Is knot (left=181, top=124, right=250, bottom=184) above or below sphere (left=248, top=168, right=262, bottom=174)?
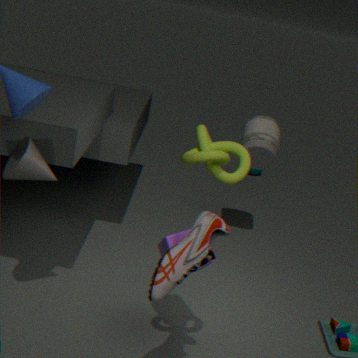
above
